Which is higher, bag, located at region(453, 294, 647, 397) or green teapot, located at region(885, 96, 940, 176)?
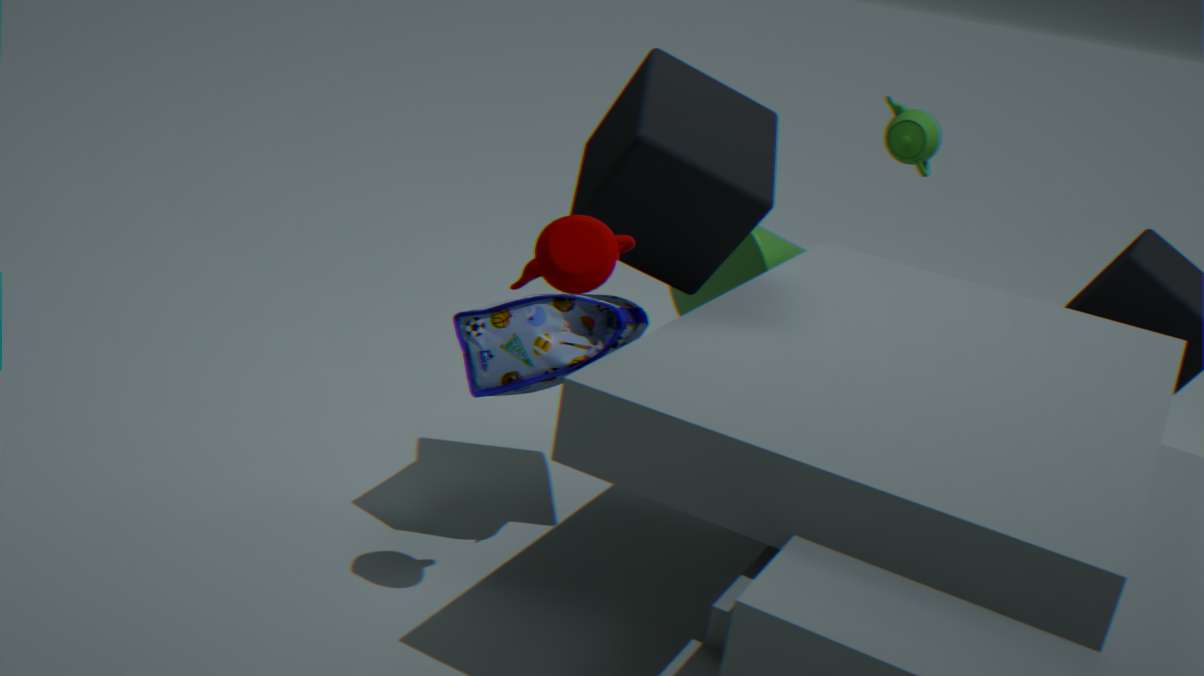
green teapot, located at region(885, 96, 940, 176)
